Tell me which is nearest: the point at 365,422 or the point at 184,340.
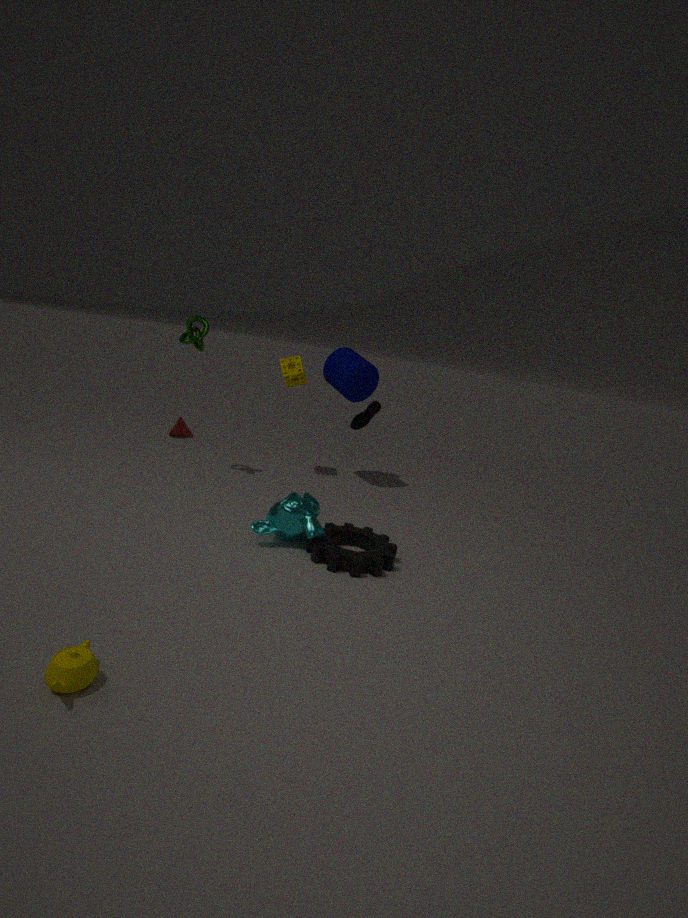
the point at 184,340
